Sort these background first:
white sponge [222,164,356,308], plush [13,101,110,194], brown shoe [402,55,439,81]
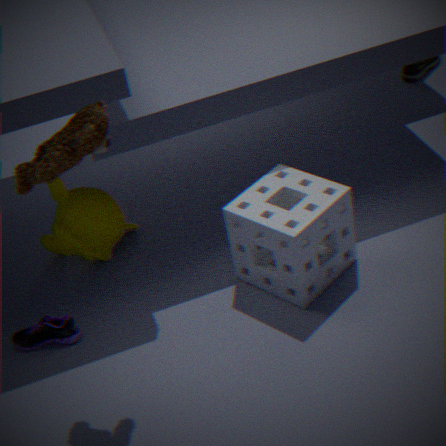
brown shoe [402,55,439,81] → white sponge [222,164,356,308] → plush [13,101,110,194]
